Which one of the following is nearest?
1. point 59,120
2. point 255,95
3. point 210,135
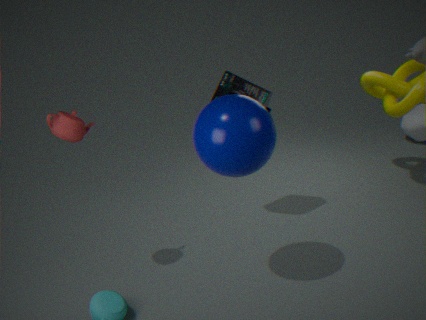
point 210,135
